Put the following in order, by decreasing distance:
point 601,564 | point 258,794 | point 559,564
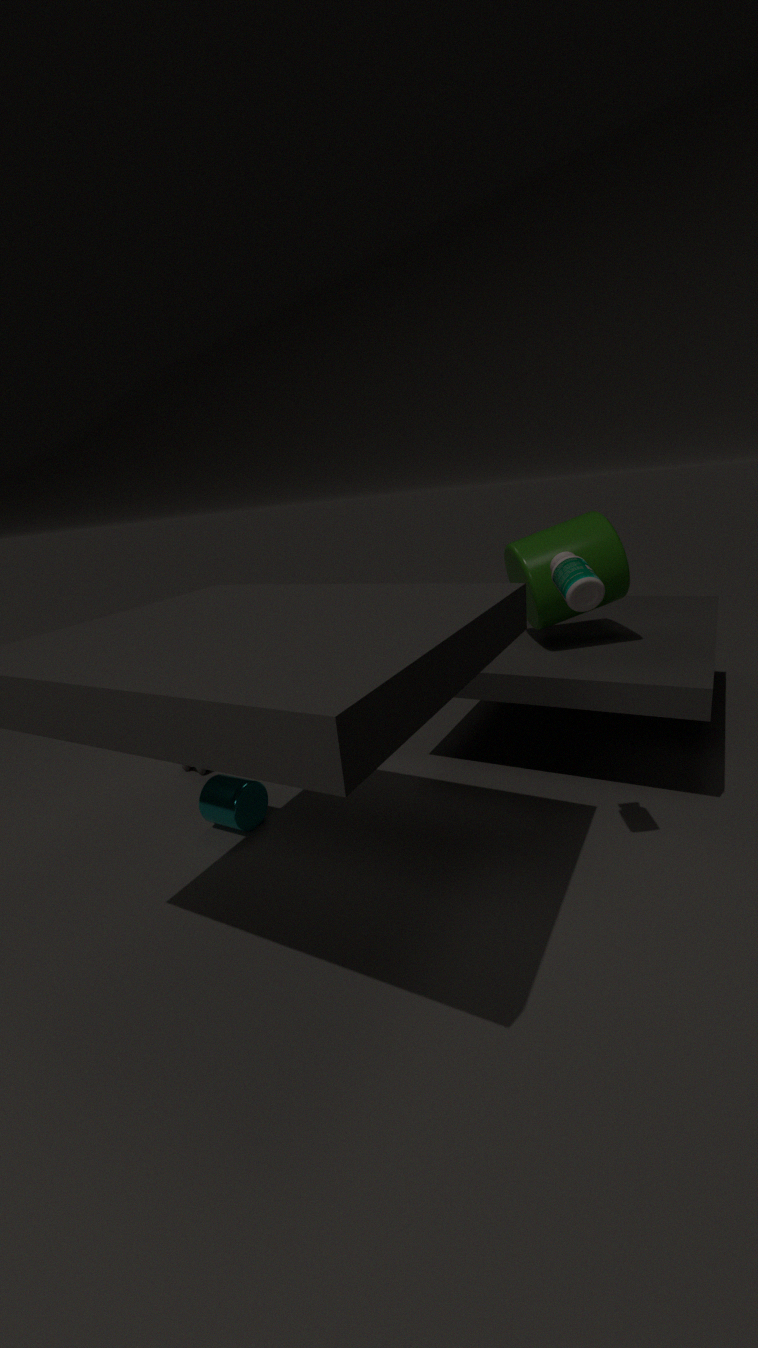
1. point 258,794
2. point 601,564
3. point 559,564
